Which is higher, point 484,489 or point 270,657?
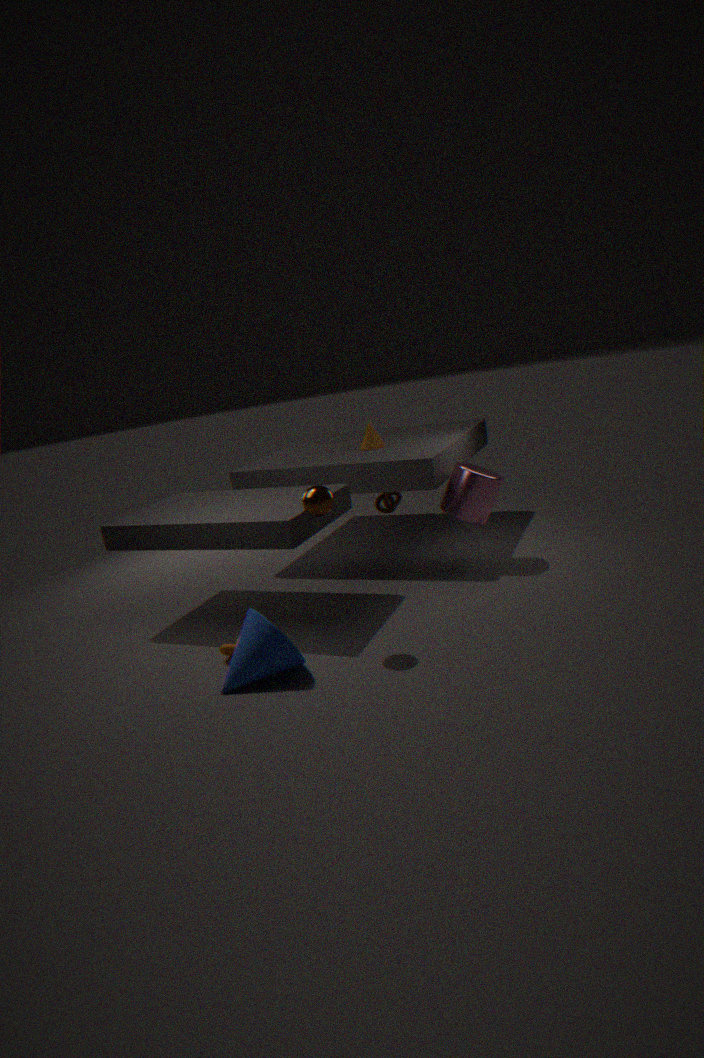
point 484,489
